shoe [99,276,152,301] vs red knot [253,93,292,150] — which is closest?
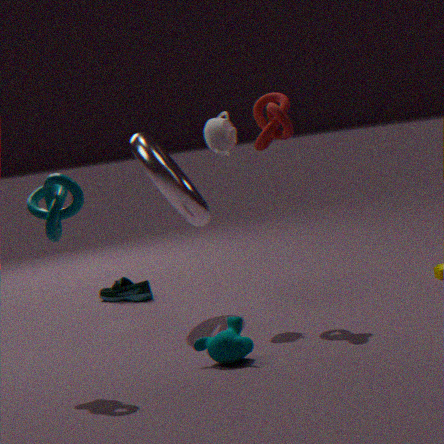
red knot [253,93,292,150]
